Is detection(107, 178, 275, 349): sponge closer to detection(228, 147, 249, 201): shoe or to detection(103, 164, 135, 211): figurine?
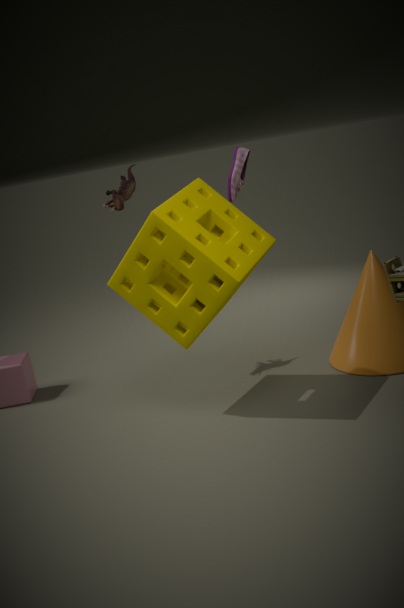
detection(103, 164, 135, 211): figurine
